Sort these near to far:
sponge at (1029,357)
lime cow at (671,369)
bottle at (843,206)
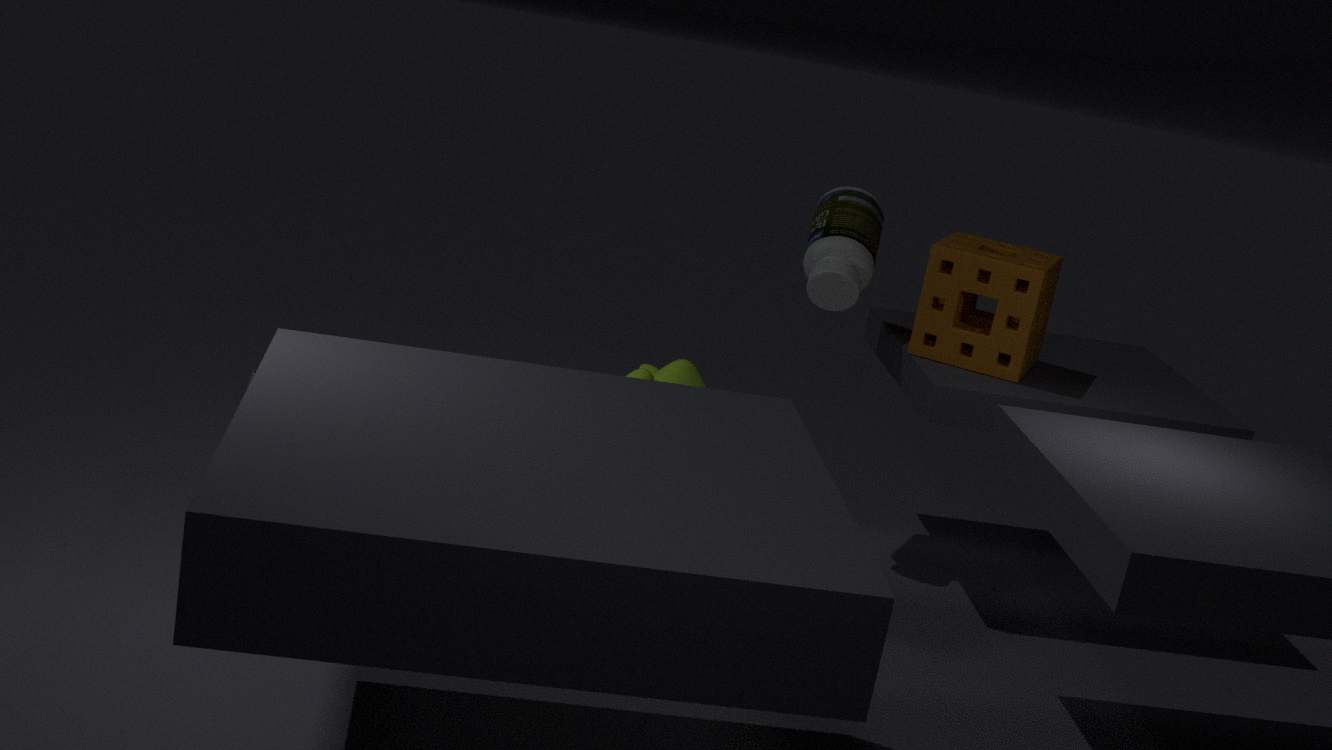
lime cow at (671,369) → sponge at (1029,357) → bottle at (843,206)
